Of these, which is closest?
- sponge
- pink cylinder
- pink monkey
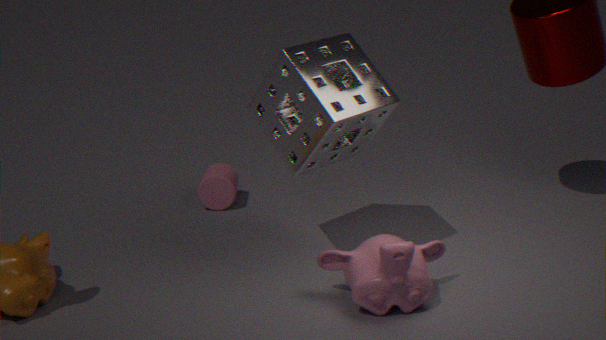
pink monkey
